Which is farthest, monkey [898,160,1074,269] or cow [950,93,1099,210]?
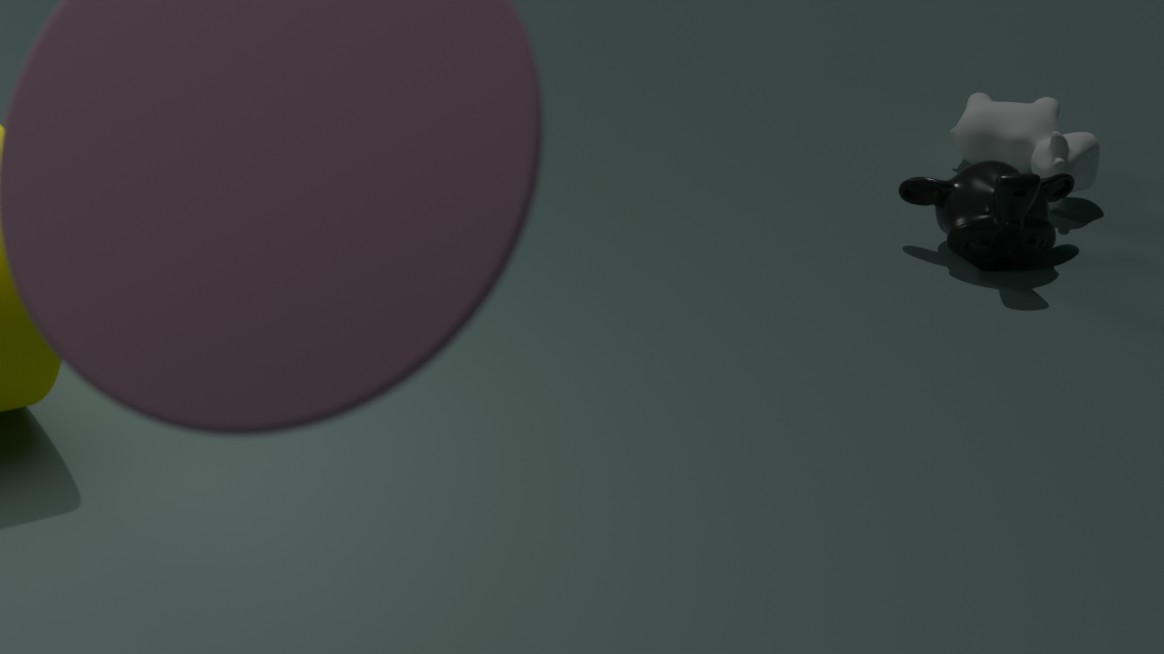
cow [950,93,1099,210]
